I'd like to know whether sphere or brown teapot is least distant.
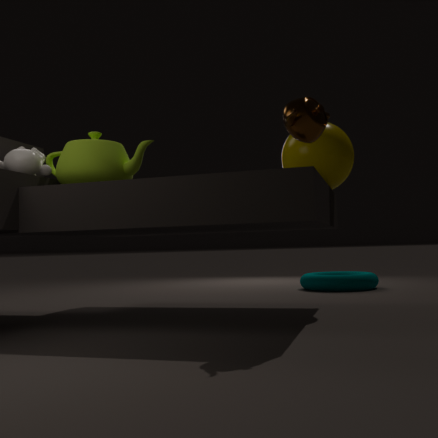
brown teapot
